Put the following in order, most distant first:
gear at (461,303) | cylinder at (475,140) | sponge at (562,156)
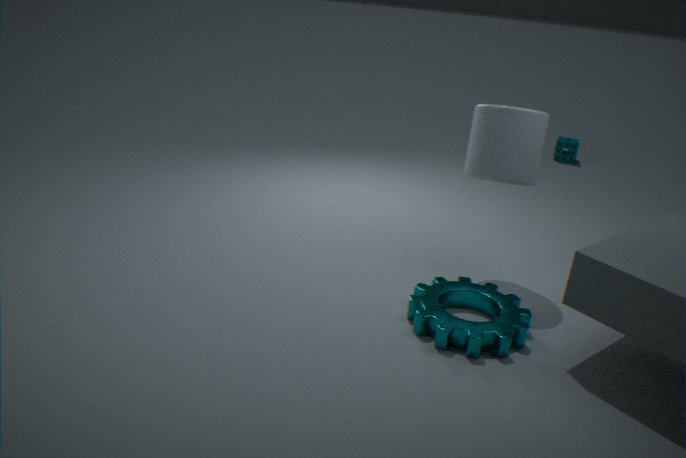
1. sponge at (562,156)
2. cylinder at (475,140)
3. gear at (461,303)
